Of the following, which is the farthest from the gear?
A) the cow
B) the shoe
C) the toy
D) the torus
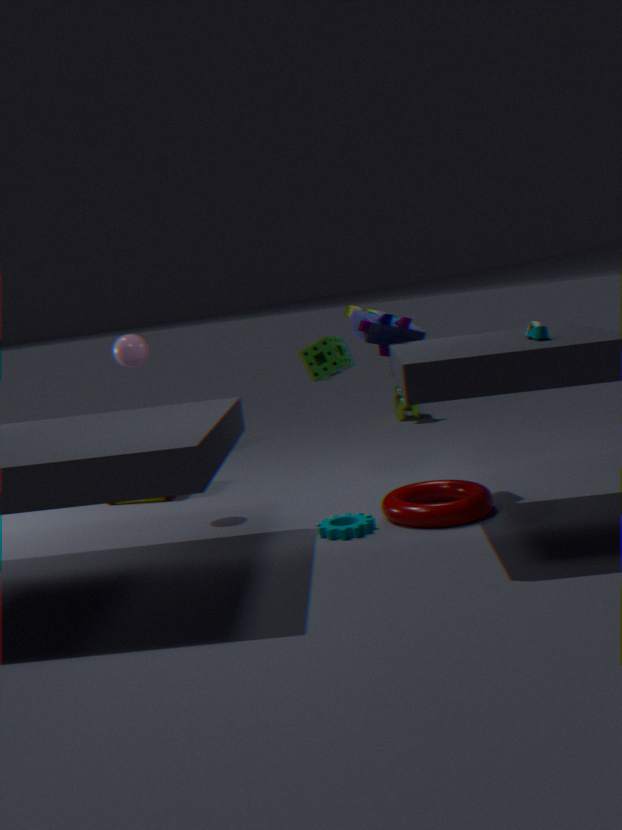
the cow
